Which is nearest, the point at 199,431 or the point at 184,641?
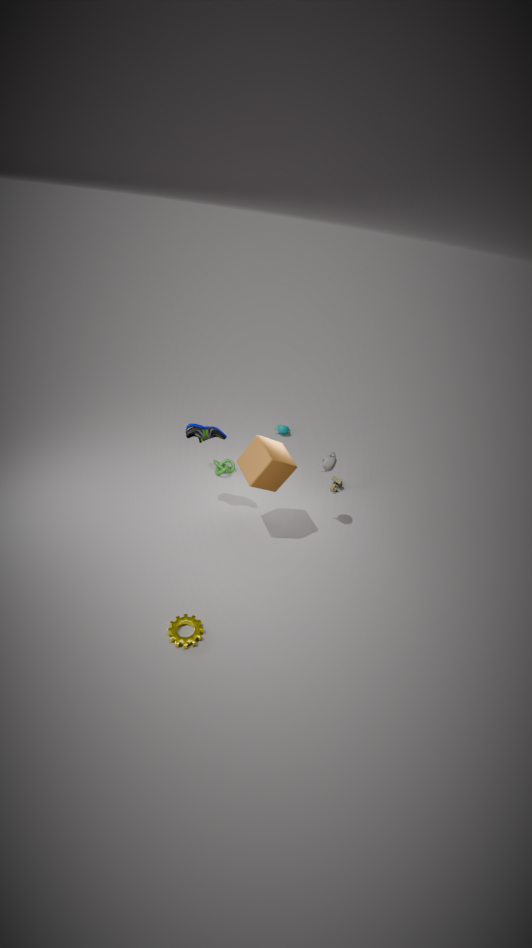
the point at 184,641
